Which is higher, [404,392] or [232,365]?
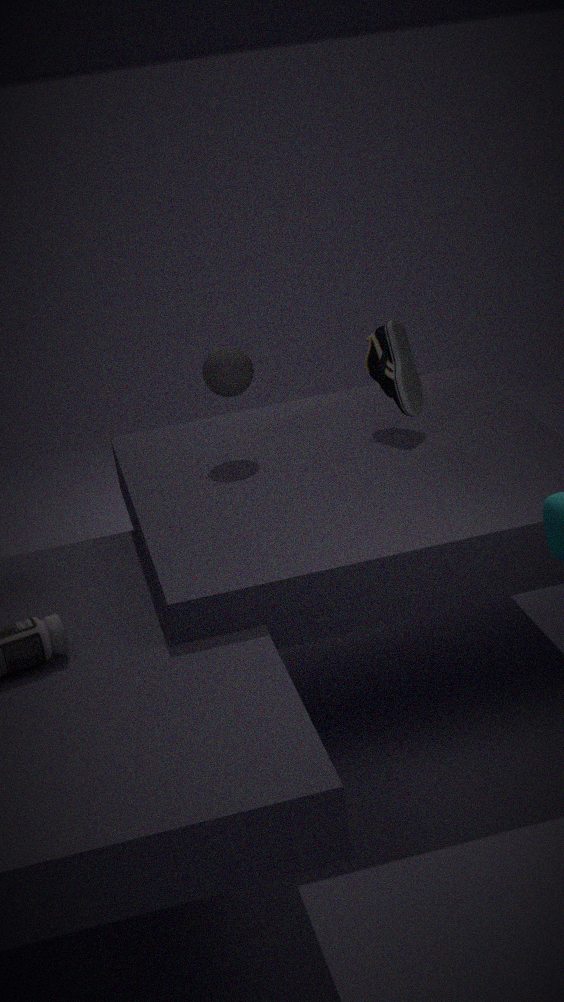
[232,365]
